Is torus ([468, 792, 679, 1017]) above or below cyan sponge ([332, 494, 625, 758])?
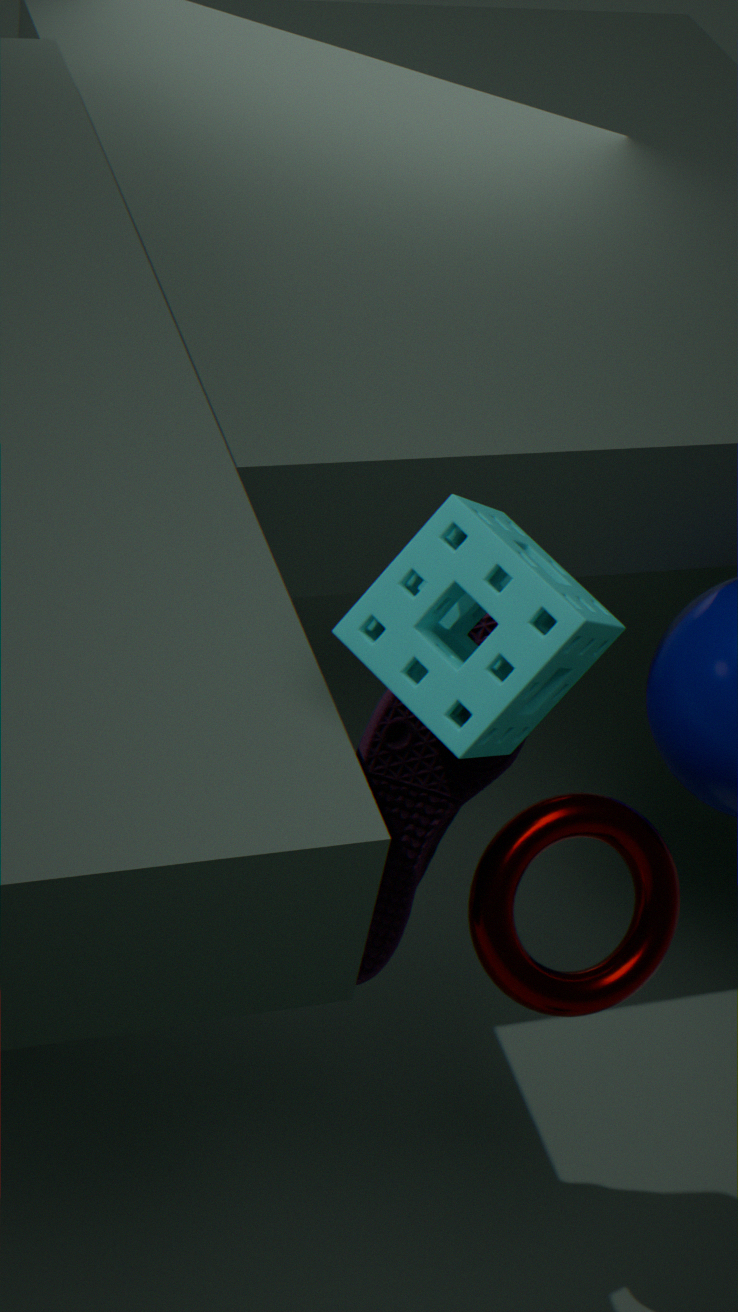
below
